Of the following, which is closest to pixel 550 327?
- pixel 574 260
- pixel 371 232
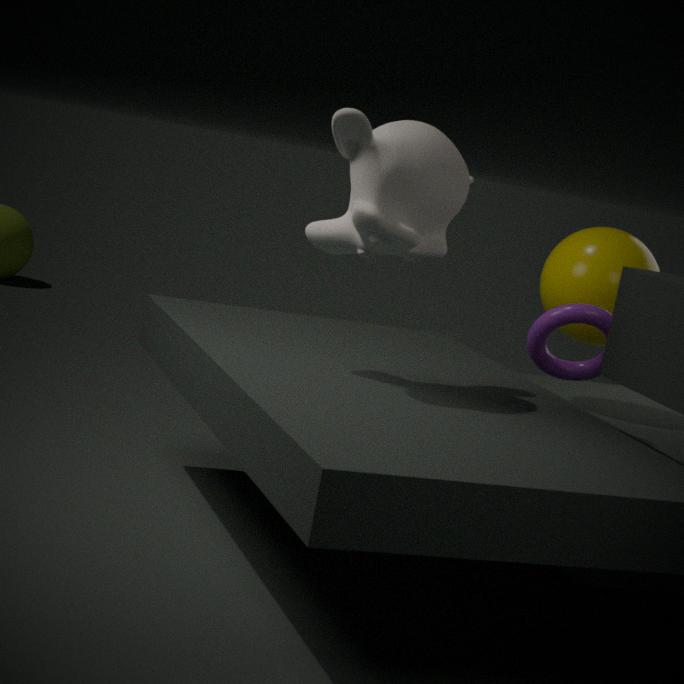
pixel 574 260
